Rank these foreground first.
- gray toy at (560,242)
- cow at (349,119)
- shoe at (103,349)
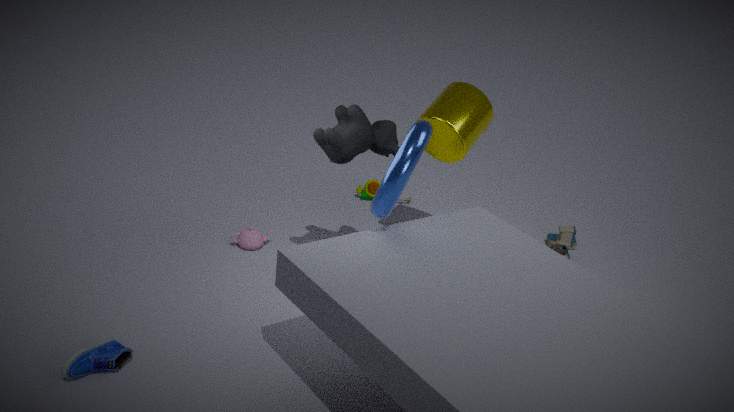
shoe at (103,349)
cow at (349,119)
gray toy at (560,242)
